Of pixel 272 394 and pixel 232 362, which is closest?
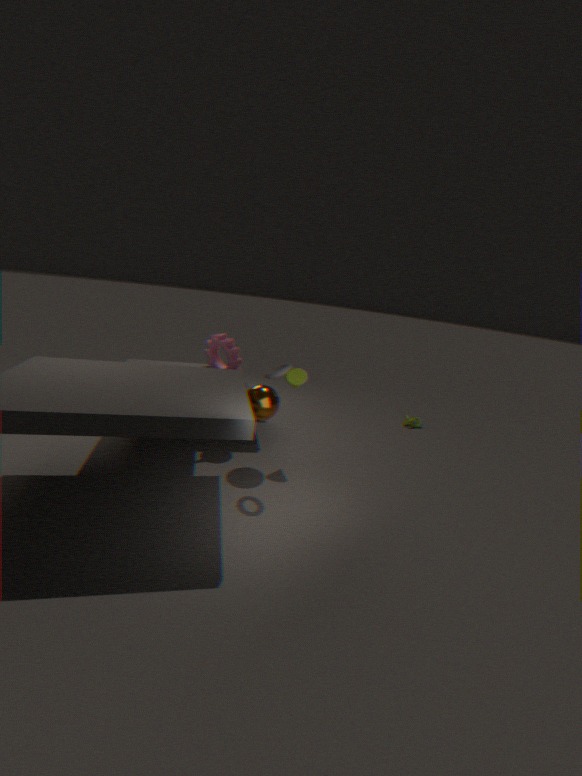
pixel 272 394
